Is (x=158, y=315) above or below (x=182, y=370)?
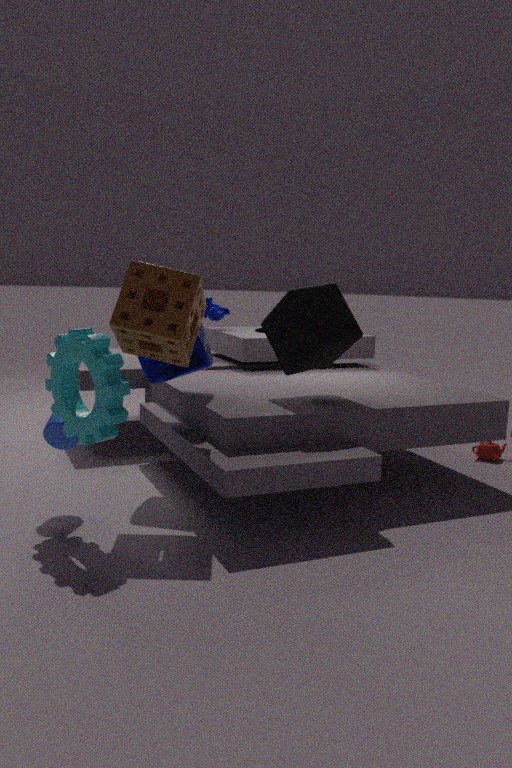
above
